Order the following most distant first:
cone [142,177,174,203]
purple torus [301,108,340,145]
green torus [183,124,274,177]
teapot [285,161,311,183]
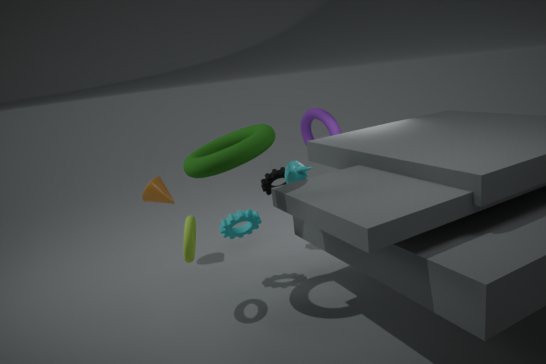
purple torus [301,108,340,145], cone [142,177,174,203], teapot [285,161,311,183], green torus [183,124,274,177]
